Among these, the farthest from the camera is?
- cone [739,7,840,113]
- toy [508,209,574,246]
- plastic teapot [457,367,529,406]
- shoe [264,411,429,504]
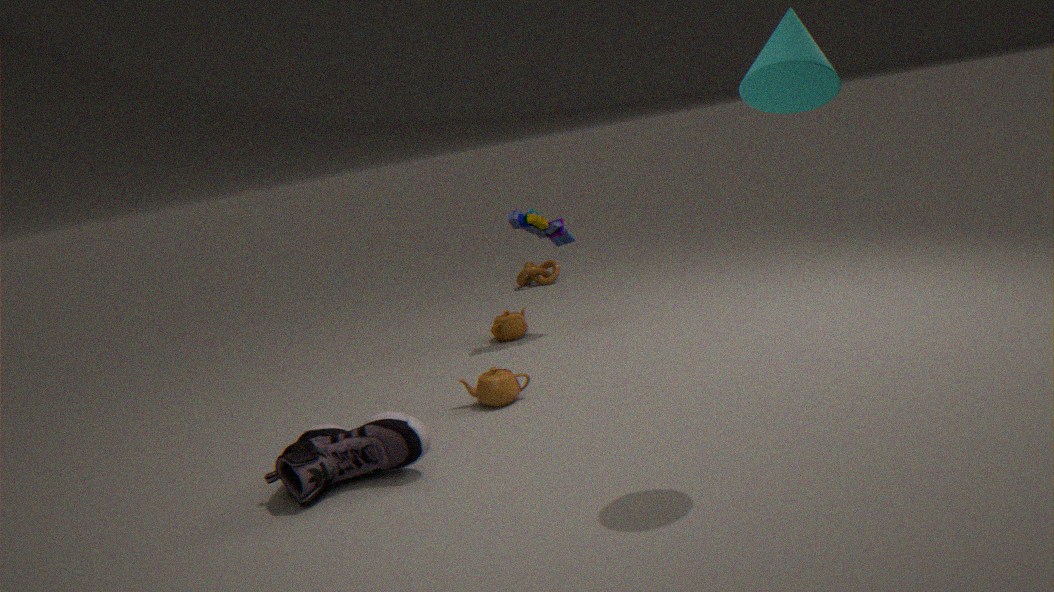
toy [508,209,574,246]
